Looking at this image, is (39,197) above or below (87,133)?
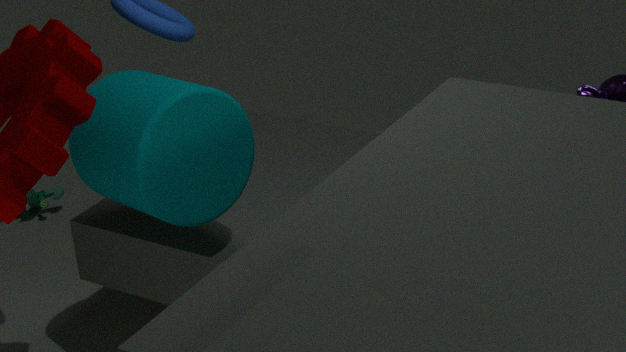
below
